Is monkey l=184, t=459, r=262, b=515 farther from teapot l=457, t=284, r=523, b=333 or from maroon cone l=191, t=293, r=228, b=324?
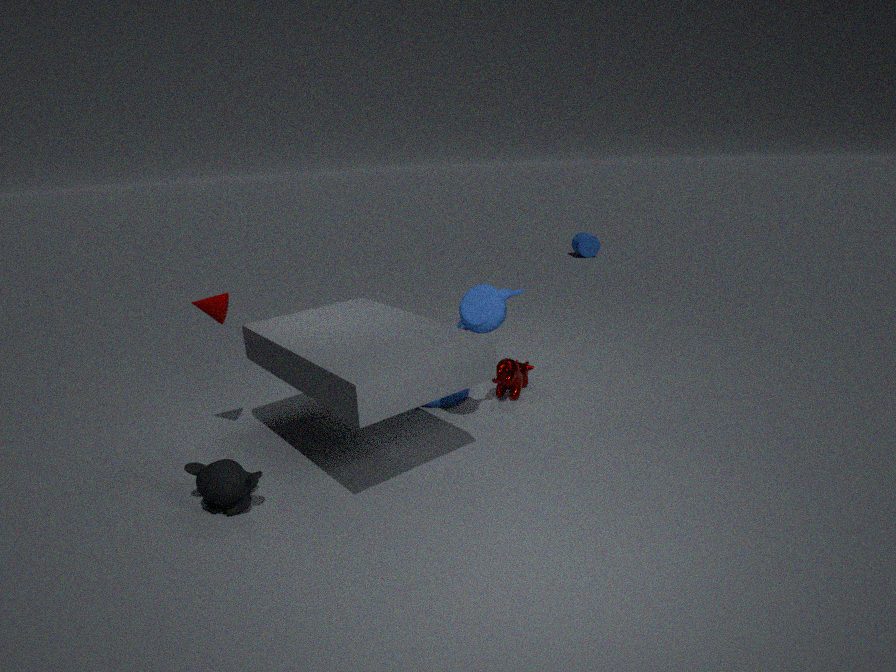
teapot l=457, t=284, r=523, b=333
